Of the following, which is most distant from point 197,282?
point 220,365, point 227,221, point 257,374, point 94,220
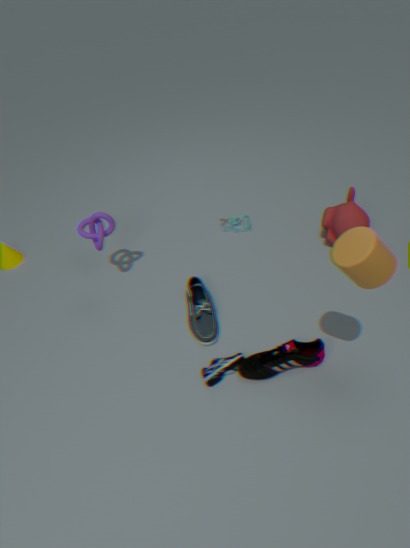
point 227,221
